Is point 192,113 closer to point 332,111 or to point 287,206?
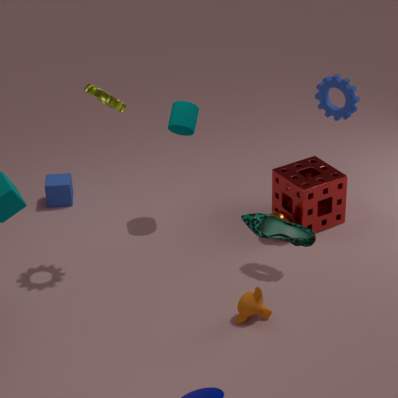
point 287,206
